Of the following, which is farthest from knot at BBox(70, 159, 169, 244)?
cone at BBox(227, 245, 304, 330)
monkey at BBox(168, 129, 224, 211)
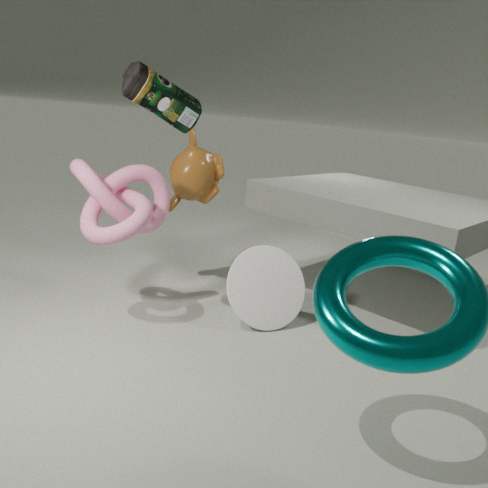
cone at BBox(227, 245, 304, 330)
